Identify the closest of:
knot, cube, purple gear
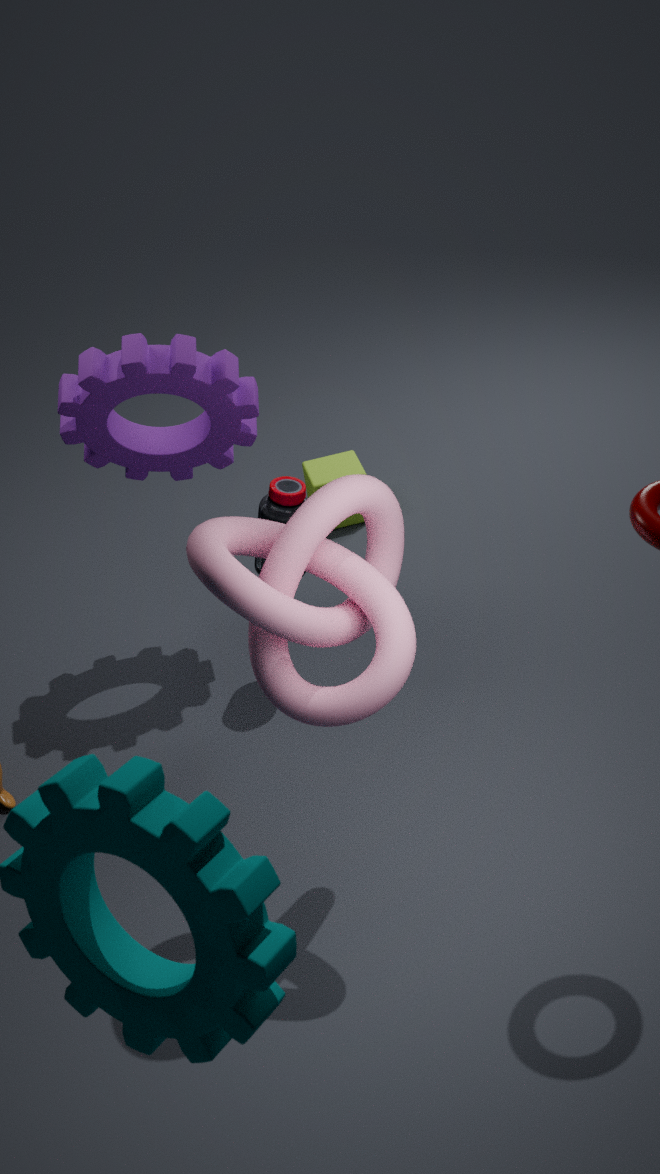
knot
